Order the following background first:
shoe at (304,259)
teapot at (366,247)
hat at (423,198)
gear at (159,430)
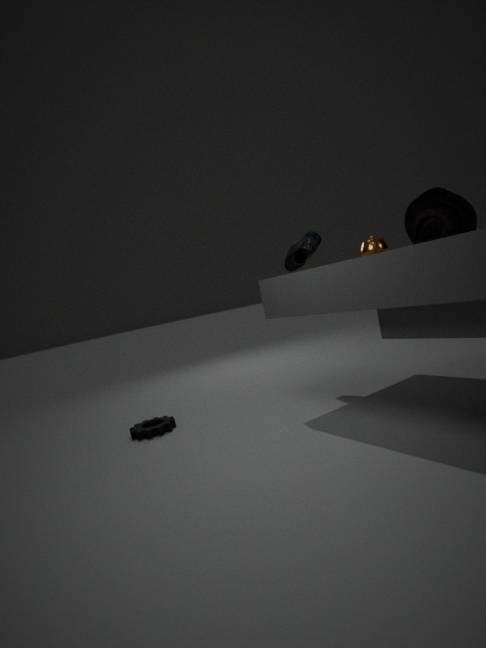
shoe at (304,259), teapot at (366,247), gear at (159,430), hat at (423,198)
